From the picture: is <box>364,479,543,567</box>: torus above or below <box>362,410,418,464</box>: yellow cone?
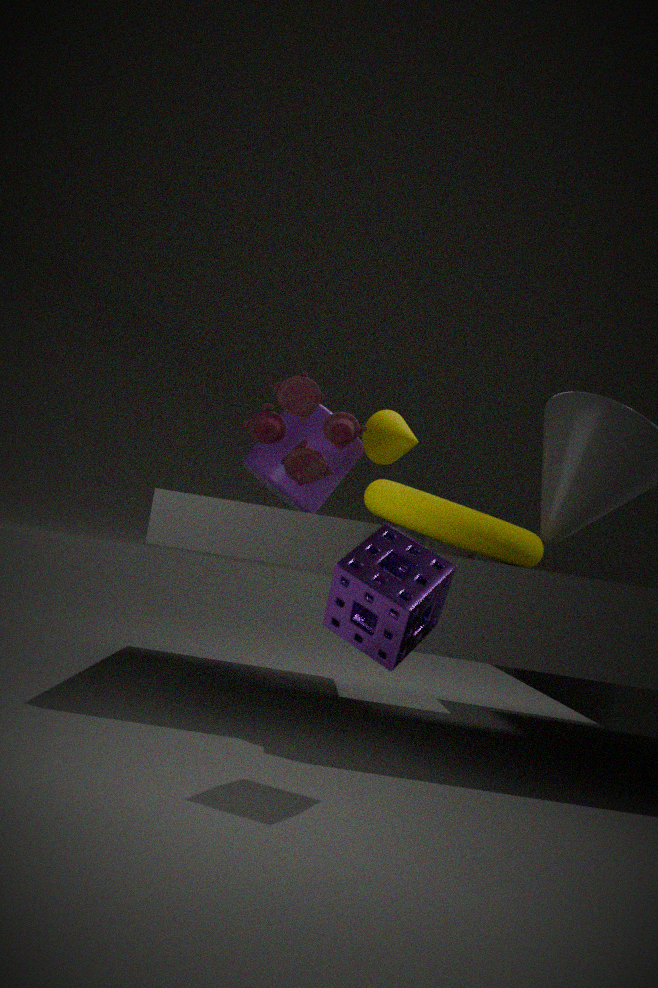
below
